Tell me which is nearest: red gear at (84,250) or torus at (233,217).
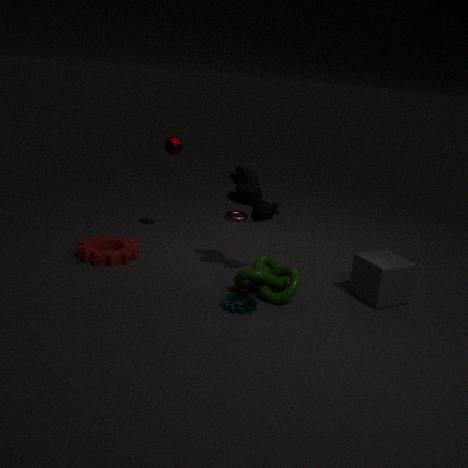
red gear at (84,250)
